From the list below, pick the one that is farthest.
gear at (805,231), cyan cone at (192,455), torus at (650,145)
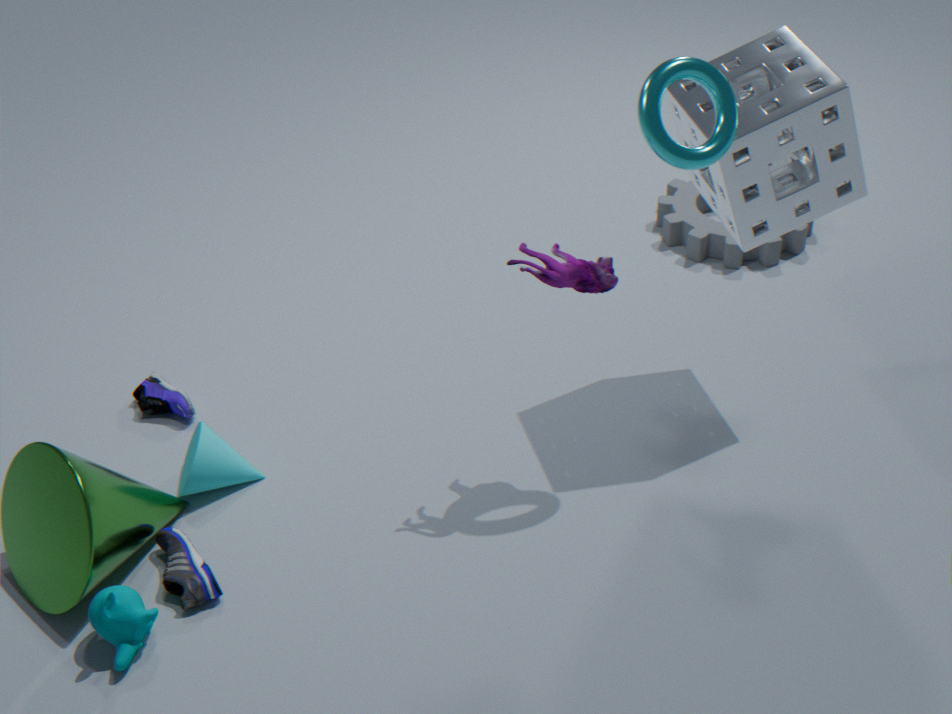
gear at (805,231)
